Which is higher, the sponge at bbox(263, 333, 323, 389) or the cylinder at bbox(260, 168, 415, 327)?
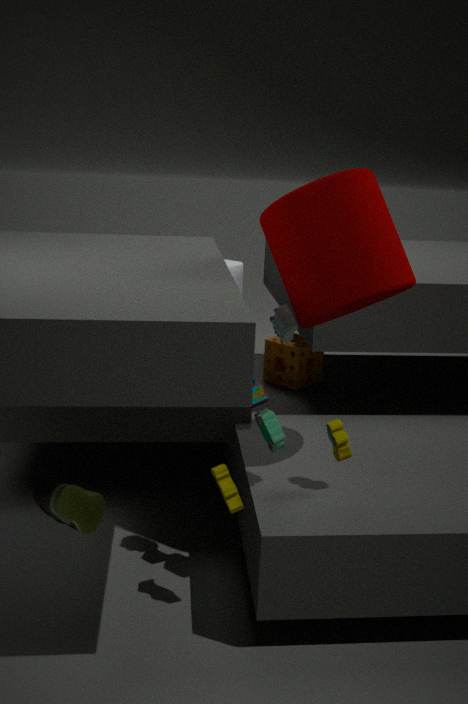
the cylinder at bbox(260, 168, 415, 327)
